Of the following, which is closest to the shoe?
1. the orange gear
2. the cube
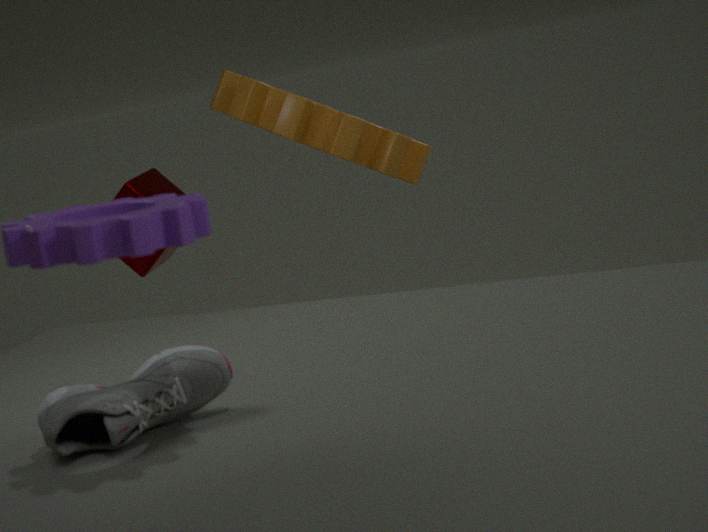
the orange gear
